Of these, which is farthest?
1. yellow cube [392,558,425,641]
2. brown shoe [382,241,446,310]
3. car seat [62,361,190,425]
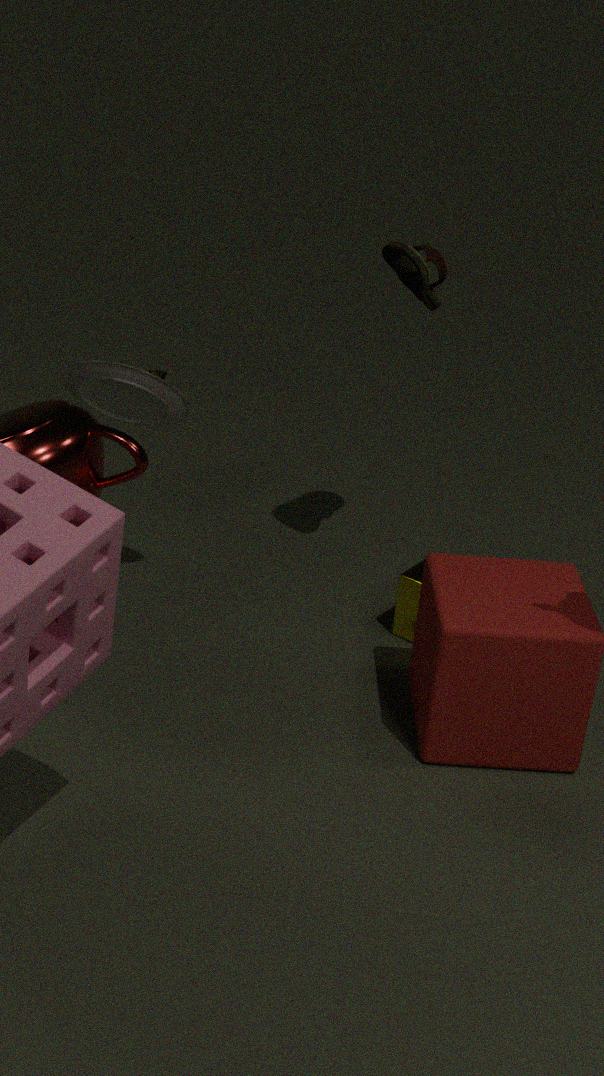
yellow cube [392,558,425,641]
